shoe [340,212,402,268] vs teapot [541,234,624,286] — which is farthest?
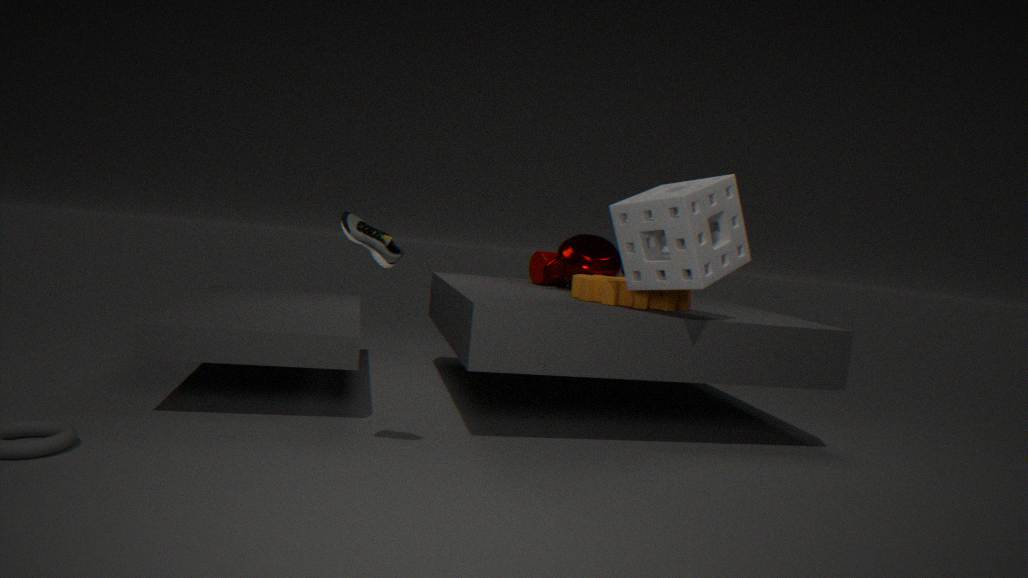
teapot [541,234,624,286]
